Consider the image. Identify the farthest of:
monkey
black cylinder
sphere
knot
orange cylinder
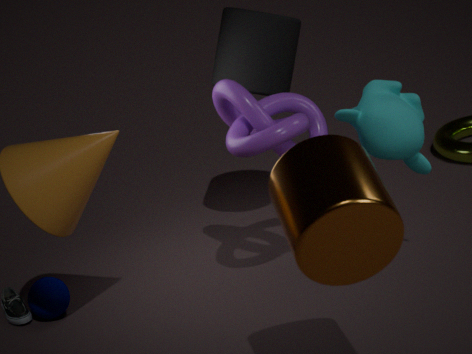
black cylinder
